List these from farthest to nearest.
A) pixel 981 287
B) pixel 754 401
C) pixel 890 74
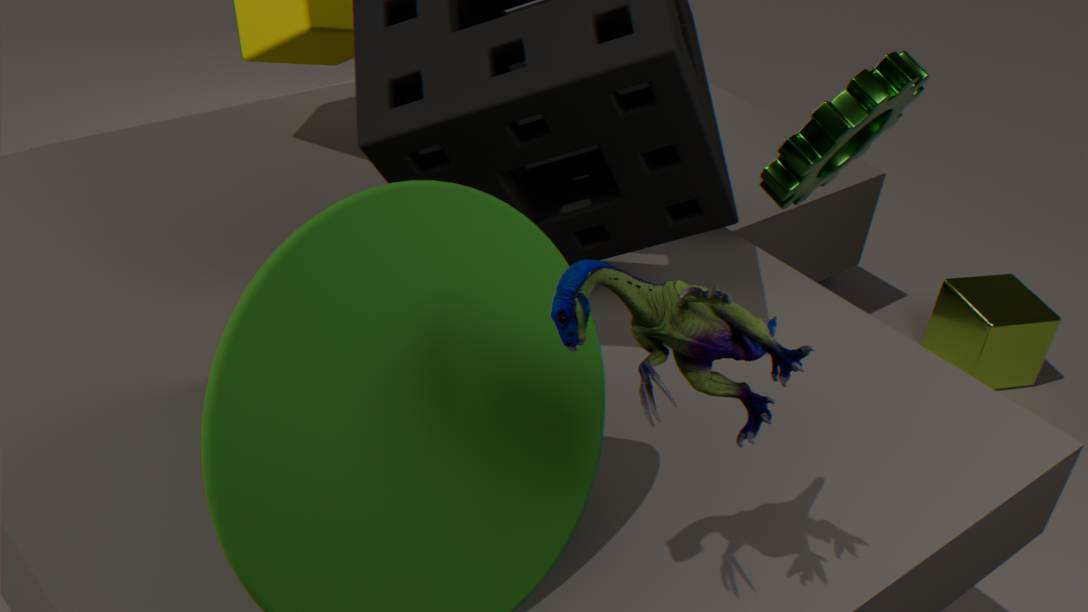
pixel 981 287 < pixel 890 74 < pixel 754 401
